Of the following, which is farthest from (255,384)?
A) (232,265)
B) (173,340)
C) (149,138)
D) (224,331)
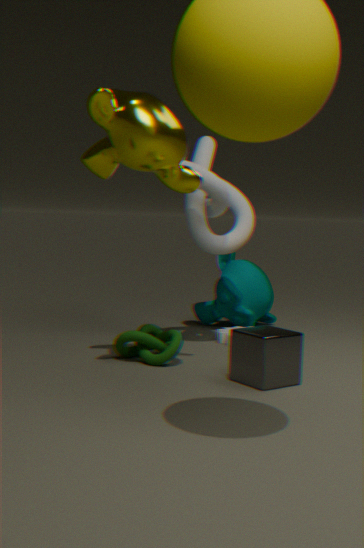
(232,265)
